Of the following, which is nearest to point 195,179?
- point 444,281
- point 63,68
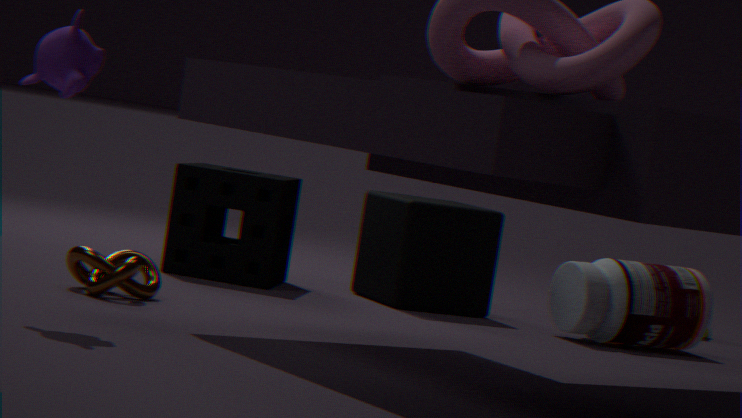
point 444,281
